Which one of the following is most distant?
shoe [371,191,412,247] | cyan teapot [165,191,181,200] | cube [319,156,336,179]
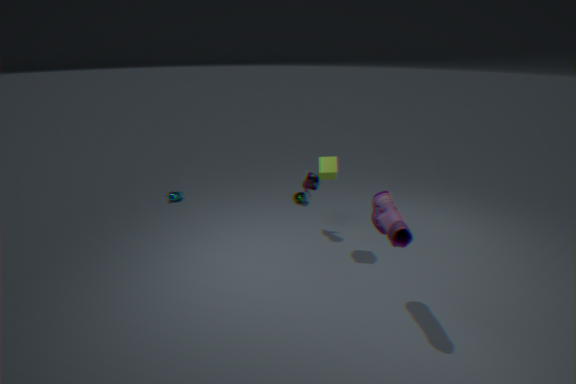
cyan teapot [165,191,181,200]
